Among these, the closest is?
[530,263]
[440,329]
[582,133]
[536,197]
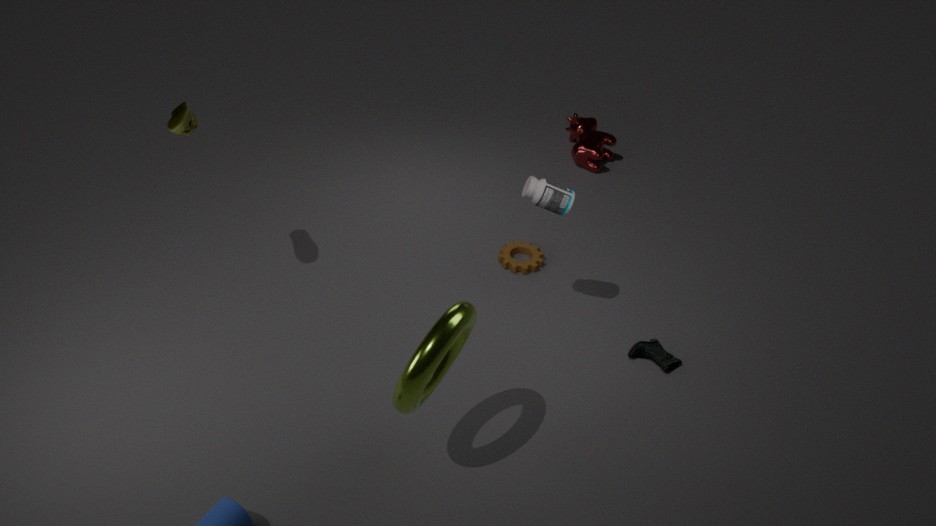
[440,329]
